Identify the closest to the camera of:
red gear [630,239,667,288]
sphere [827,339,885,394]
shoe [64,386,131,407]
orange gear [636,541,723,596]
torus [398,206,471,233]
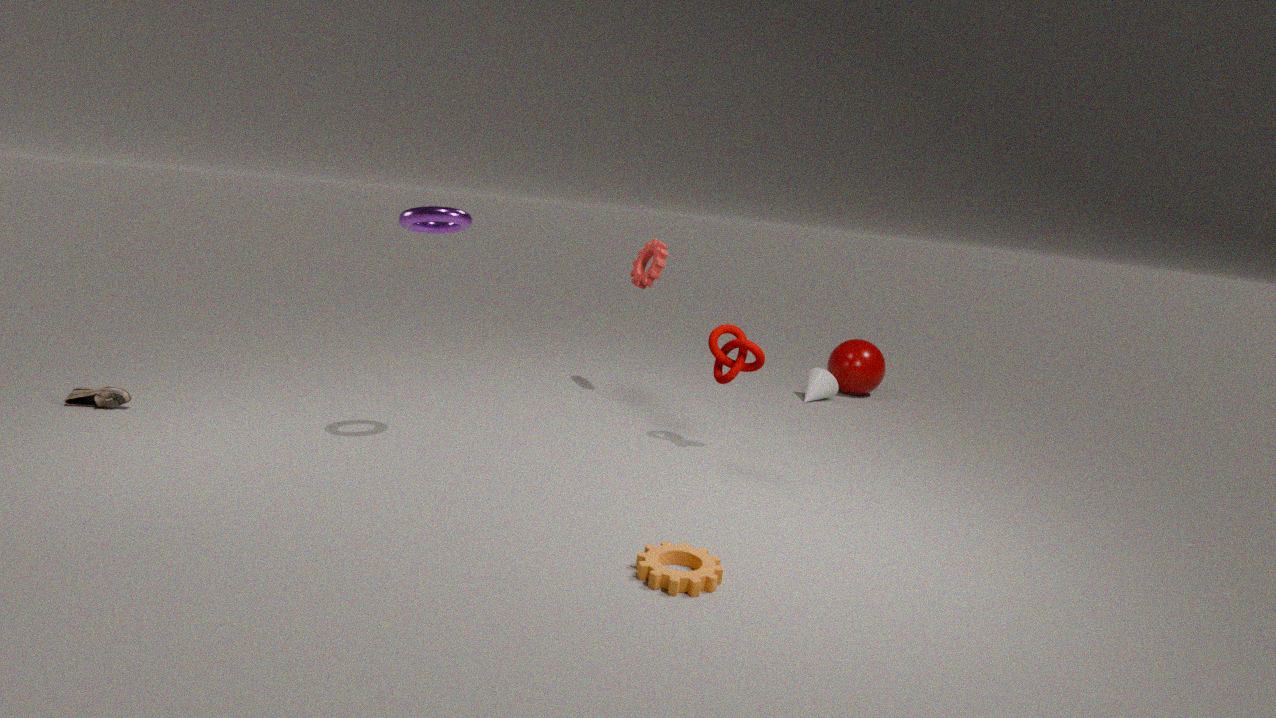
orange gear [636,541,723,596]
